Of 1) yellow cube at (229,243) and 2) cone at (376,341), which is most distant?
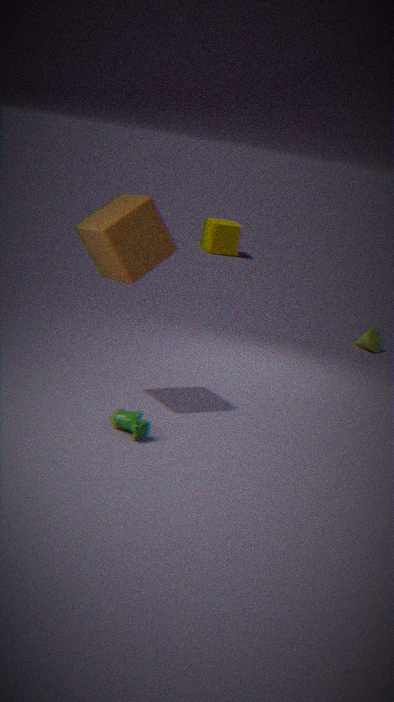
1. yellow cube at (229,243)
